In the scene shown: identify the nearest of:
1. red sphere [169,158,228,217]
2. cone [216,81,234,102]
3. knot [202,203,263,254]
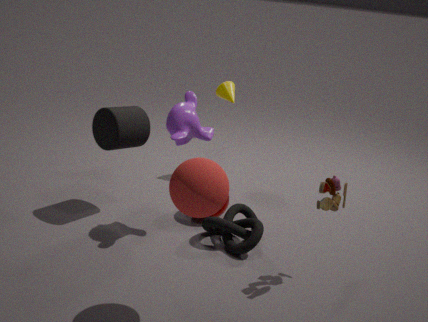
red sphere [169,158,228,217]
